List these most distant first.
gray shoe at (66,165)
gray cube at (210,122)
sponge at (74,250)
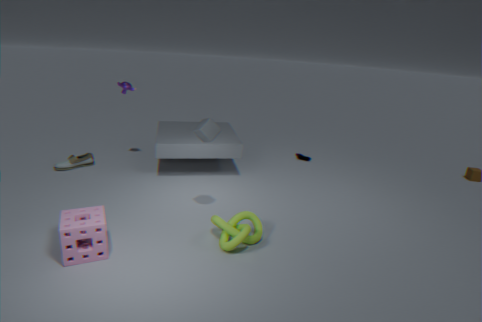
gray shoe at (66,165), gray cube at (210,122), sponge at (74,250)
